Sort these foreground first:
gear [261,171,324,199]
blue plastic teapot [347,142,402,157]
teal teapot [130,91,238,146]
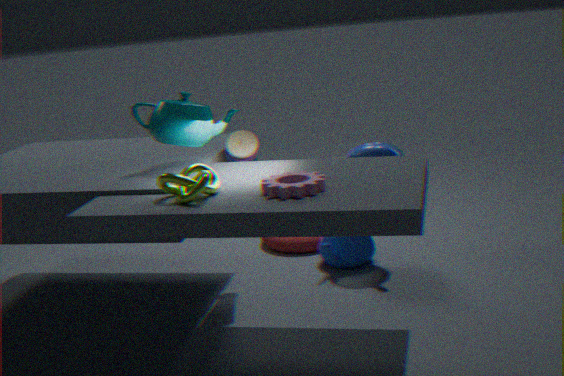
1. gear [261,171,324,199]
2. teal teapot [130,91,238,146]
3. blue plastic teapot [347,142,402,157]
